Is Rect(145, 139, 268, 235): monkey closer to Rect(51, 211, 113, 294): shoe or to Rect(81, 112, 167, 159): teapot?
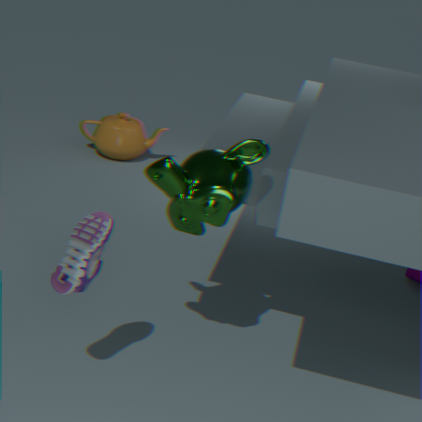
Rect(51, 211, 113, 294): shoe
